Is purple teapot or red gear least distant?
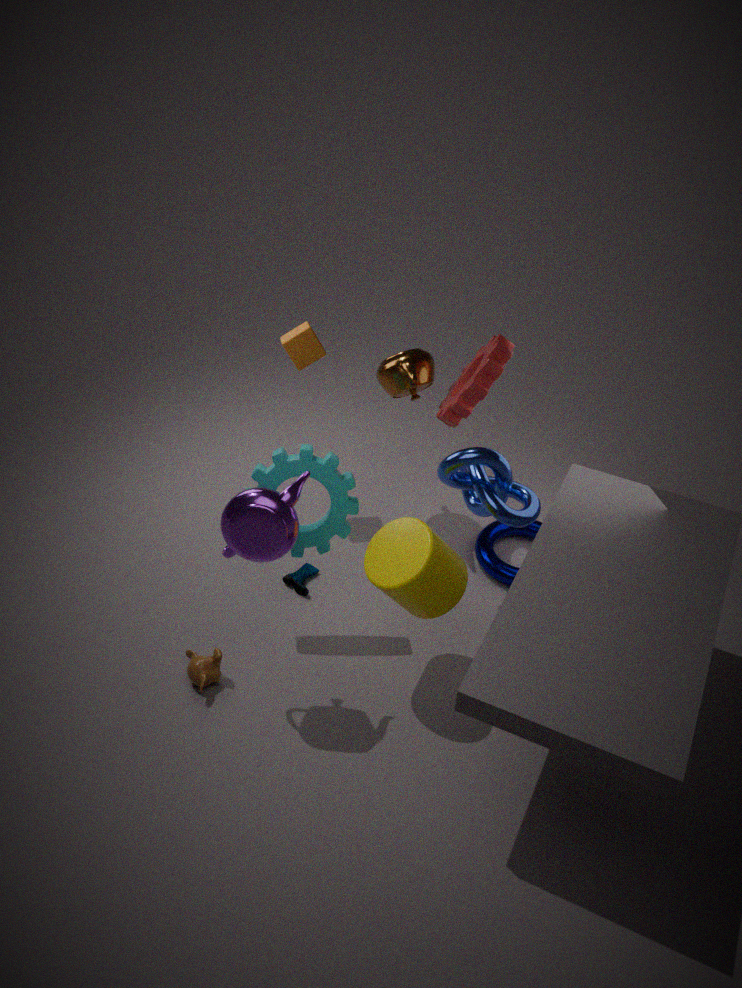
purple teapot
